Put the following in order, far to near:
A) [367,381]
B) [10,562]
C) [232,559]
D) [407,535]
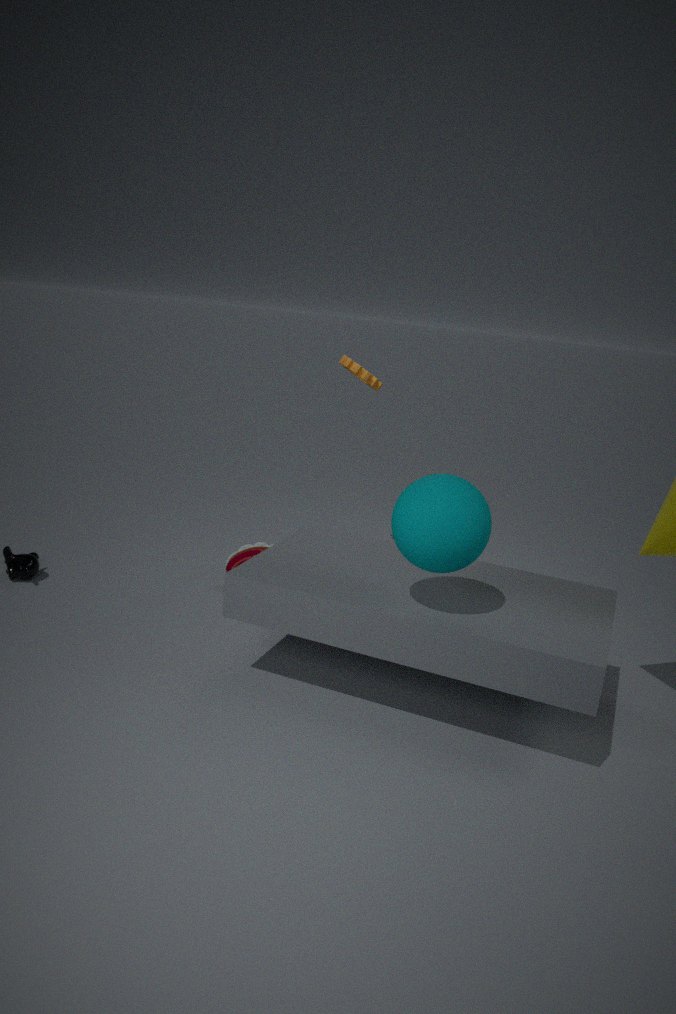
[367,381] < [232,559] < [10,562] < [407,535]
